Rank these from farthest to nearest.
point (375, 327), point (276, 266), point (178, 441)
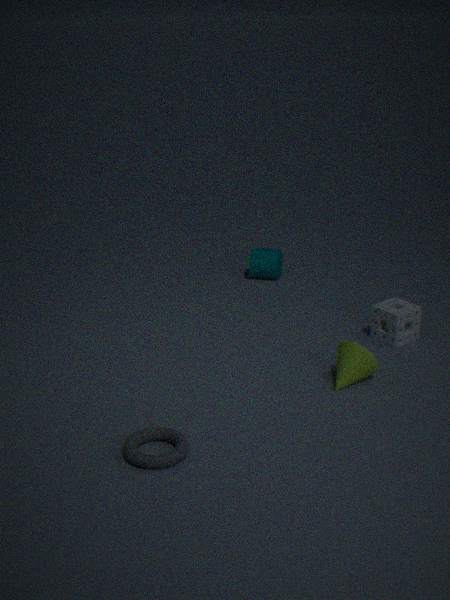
point (276, 266), point (375, 327), point (178, 441)
